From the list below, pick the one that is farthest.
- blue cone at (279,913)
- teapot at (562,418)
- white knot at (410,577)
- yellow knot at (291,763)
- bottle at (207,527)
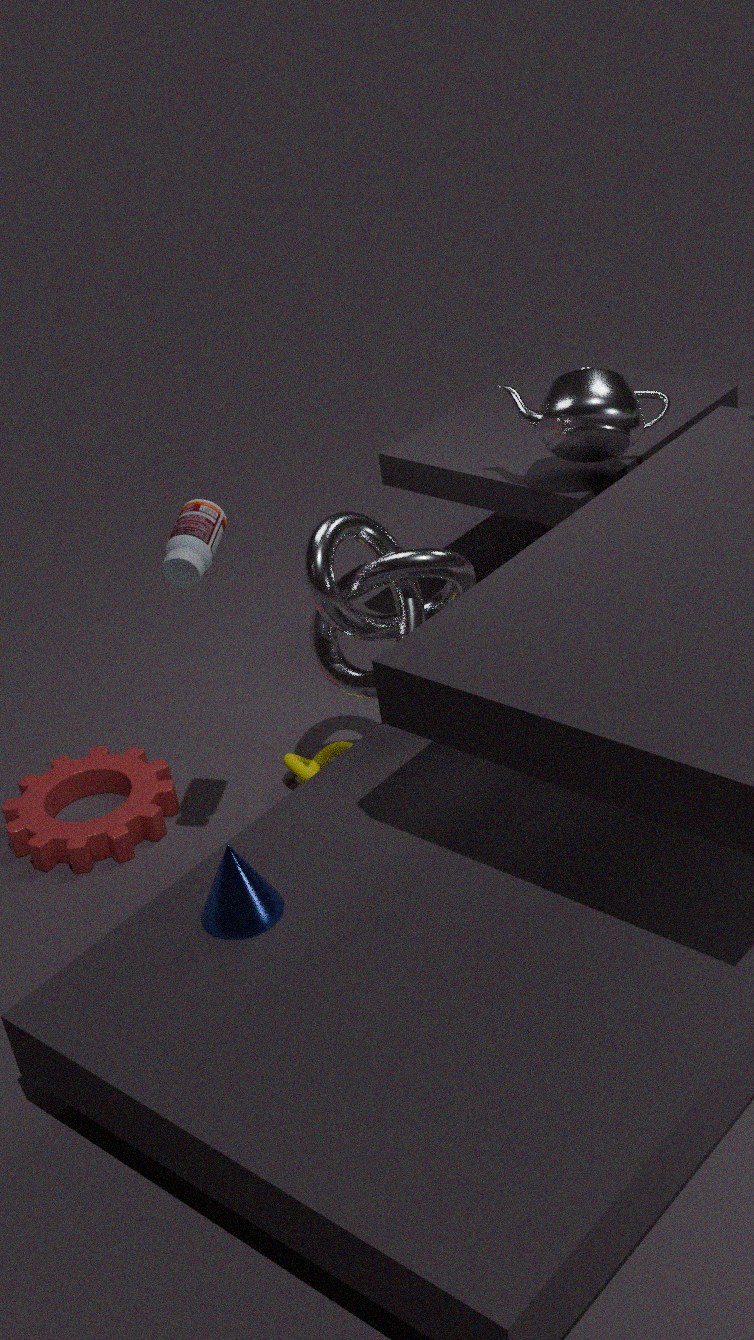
yellow knot at (291,763)
